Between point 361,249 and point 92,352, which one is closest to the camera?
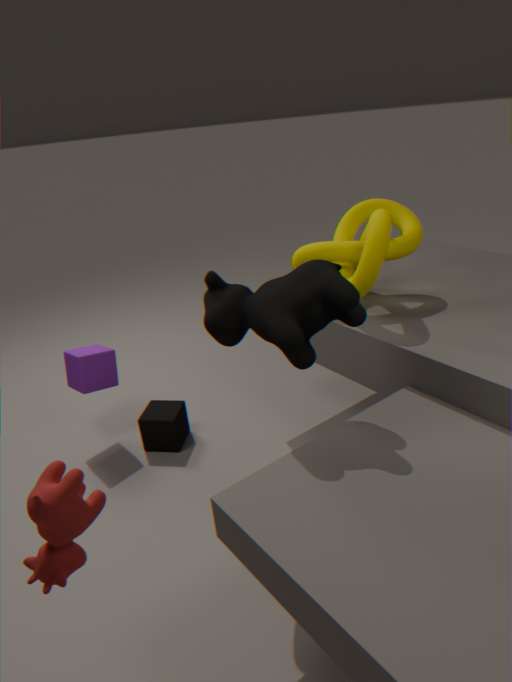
point 361,249
